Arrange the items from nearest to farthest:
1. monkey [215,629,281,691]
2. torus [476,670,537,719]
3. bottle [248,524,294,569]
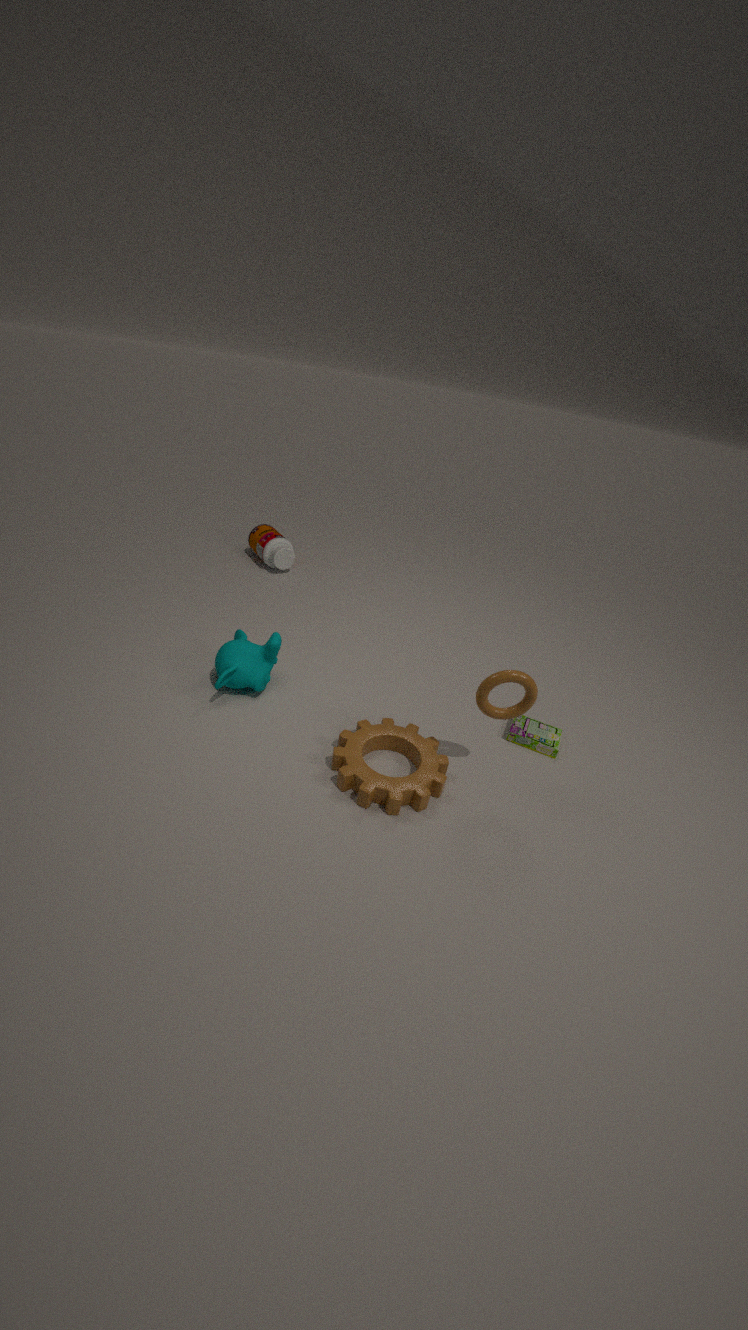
1. torus [476,670,537,719]
2. monkey [215,629,281,691]
3. bottle [248,524,294,569]
